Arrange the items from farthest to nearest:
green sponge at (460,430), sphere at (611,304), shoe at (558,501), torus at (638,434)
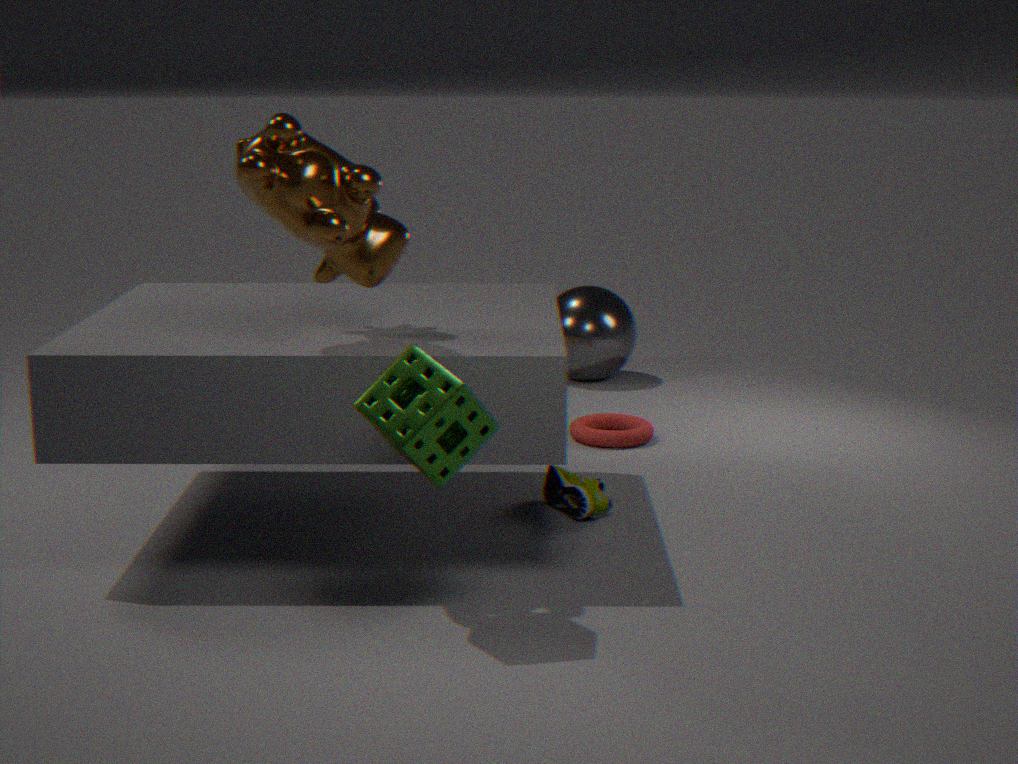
Result: sphere at (611,304)
torus at (638,434)
shoe at (558,501)
green sponge at (460,430)
